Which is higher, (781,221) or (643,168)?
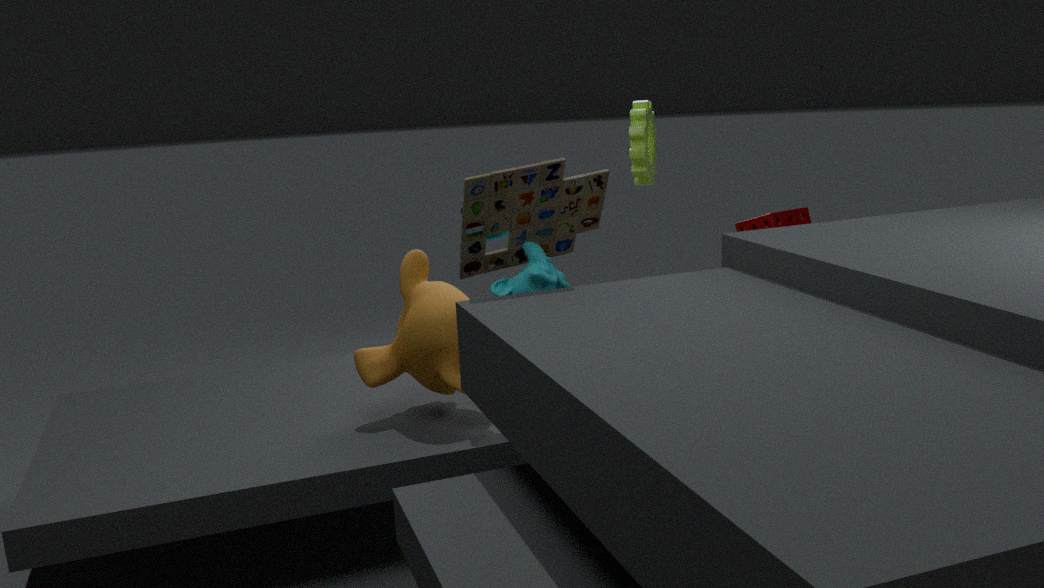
(643,168)
